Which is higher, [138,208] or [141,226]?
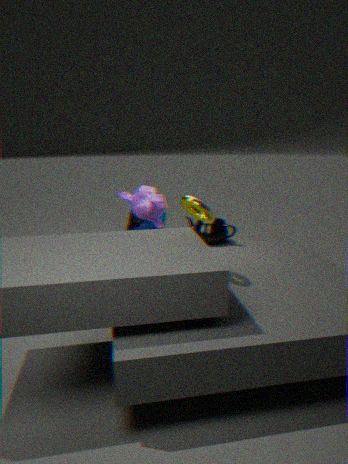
[138,208]
